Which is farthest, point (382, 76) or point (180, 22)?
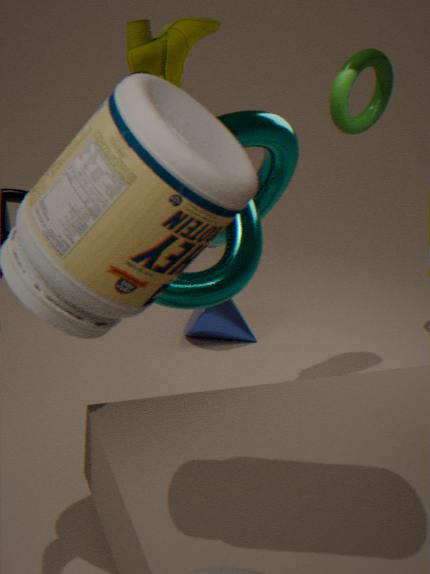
point (382, 76)
